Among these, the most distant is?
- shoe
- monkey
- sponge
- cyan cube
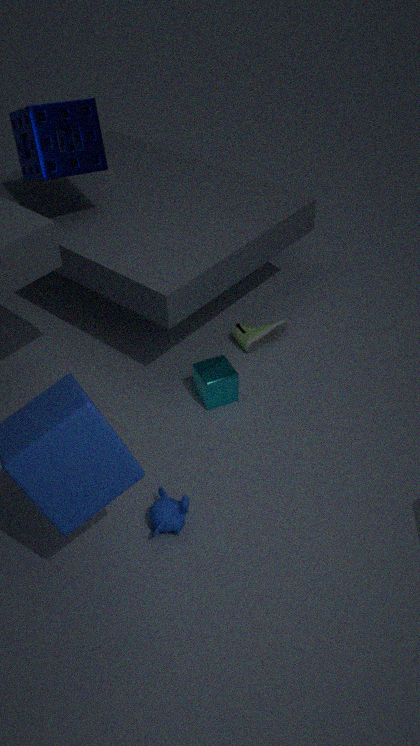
shoe
